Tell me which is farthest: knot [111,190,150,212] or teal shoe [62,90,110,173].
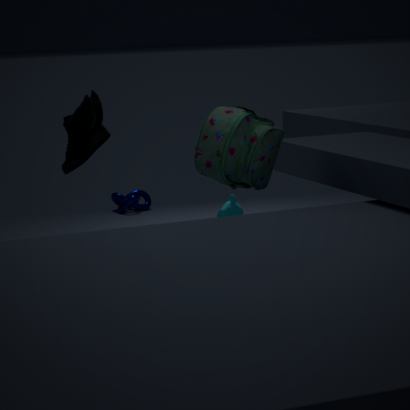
knot [111,190,150,212]
